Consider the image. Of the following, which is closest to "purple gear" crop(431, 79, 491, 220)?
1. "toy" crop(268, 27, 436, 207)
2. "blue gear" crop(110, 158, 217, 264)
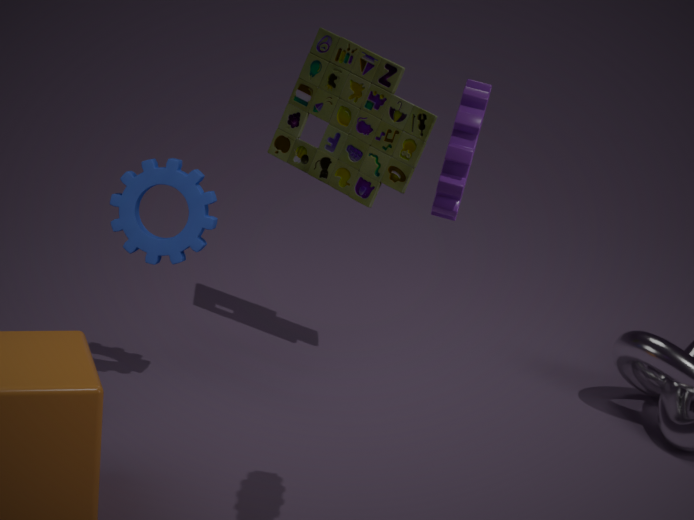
"blue gear" crop(110, 158, 217, 264)
